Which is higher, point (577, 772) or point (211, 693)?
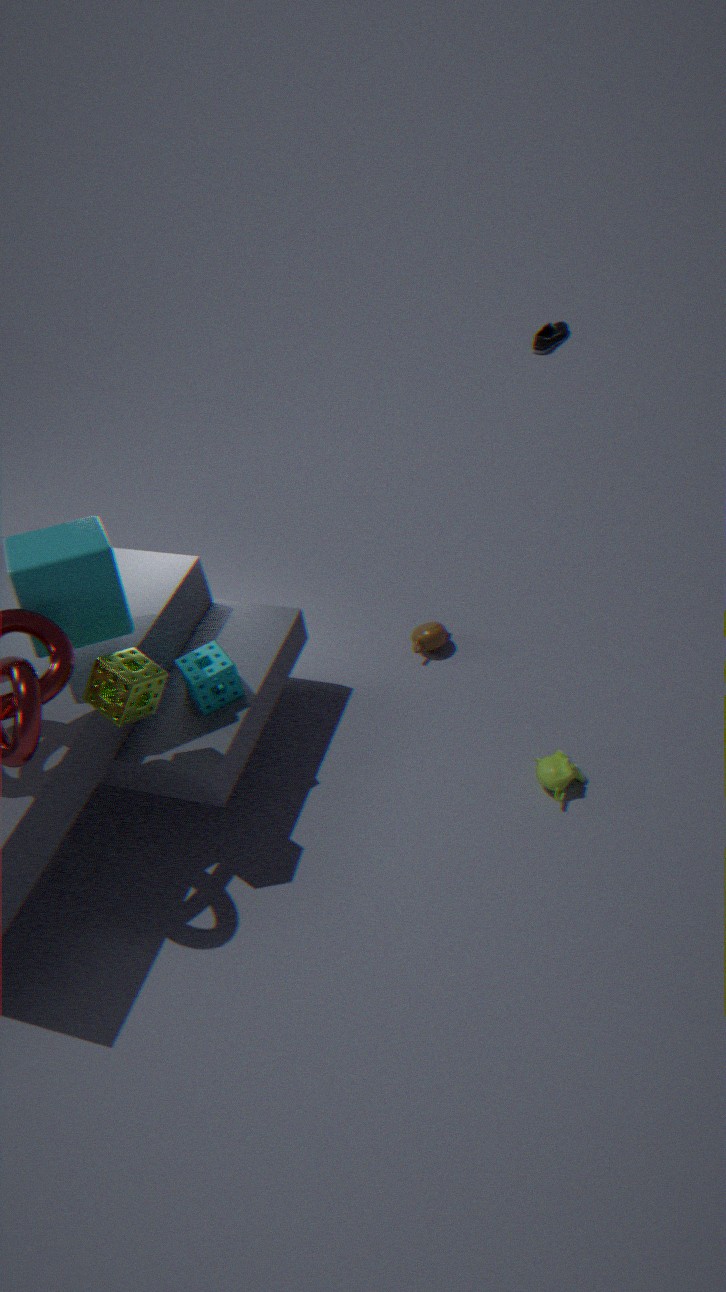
point (211, 693)
